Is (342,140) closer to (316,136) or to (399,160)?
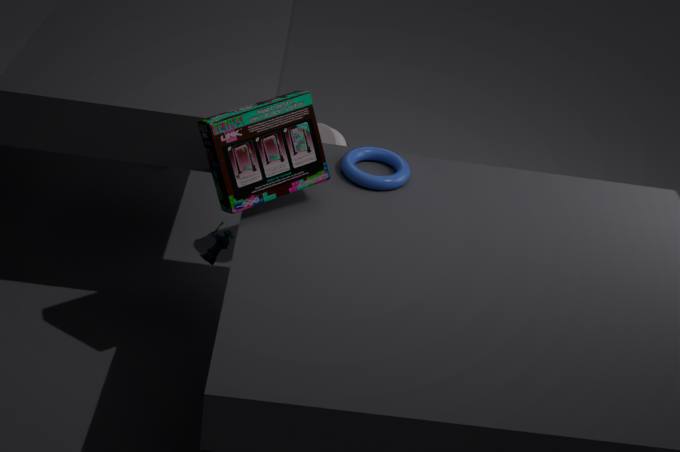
(399,160)
